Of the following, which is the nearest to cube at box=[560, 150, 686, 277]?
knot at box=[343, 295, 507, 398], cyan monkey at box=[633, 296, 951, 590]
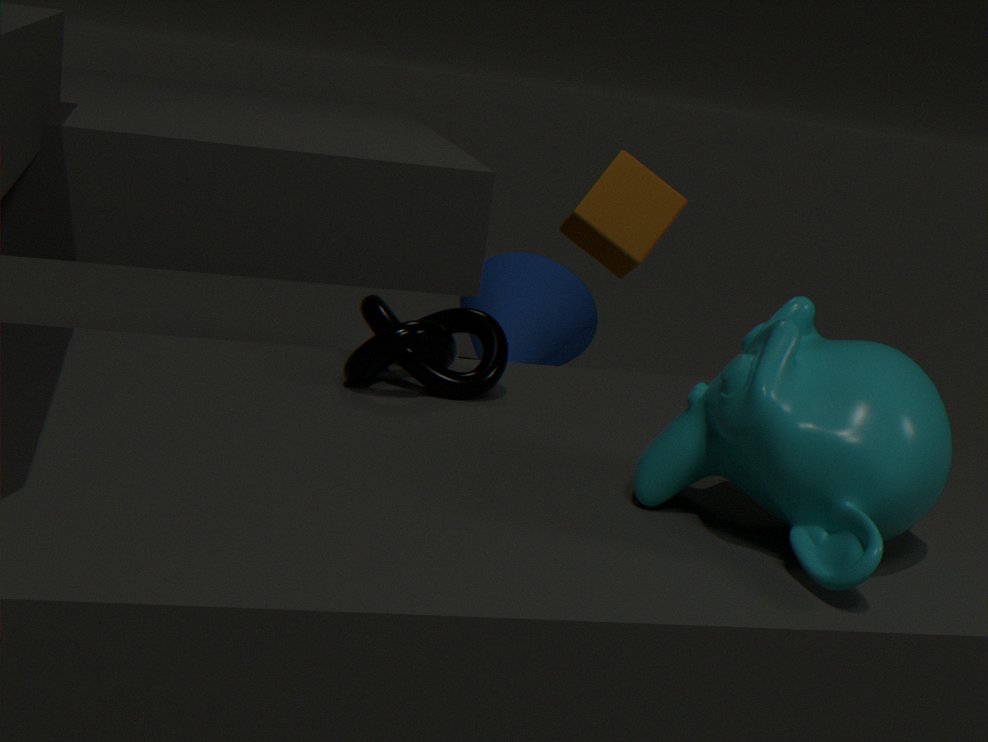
knot at box=[343, 295, 507, 398]
